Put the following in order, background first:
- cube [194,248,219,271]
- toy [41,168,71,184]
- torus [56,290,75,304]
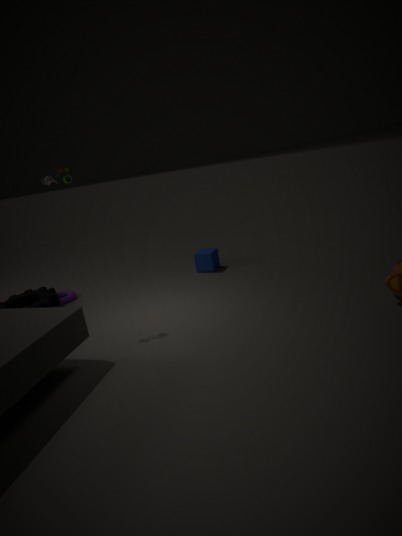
cube [194,248,219,271]
torus [56,290,75,304]
toy [41,168,71,184]
